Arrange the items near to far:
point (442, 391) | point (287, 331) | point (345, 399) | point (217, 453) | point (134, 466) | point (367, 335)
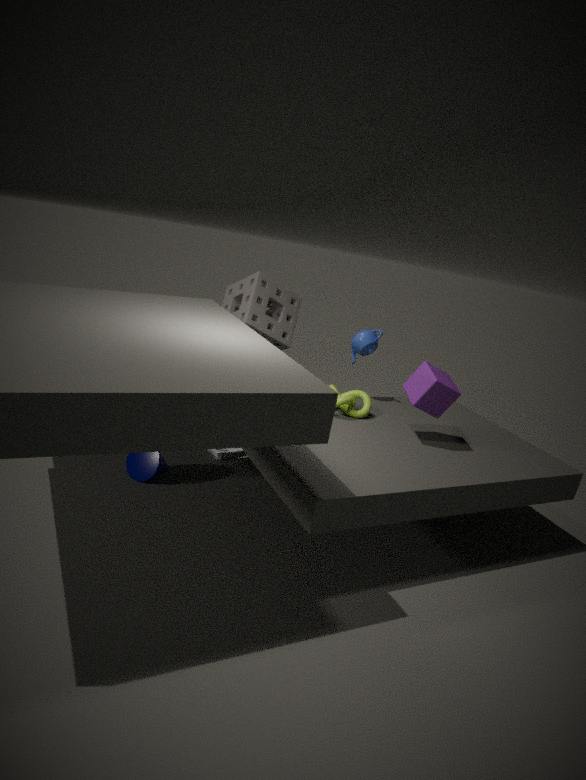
point (442, 391), point (134, 466), point (345, 399), point (367, 335), point (217, 453), point (287, 331)
